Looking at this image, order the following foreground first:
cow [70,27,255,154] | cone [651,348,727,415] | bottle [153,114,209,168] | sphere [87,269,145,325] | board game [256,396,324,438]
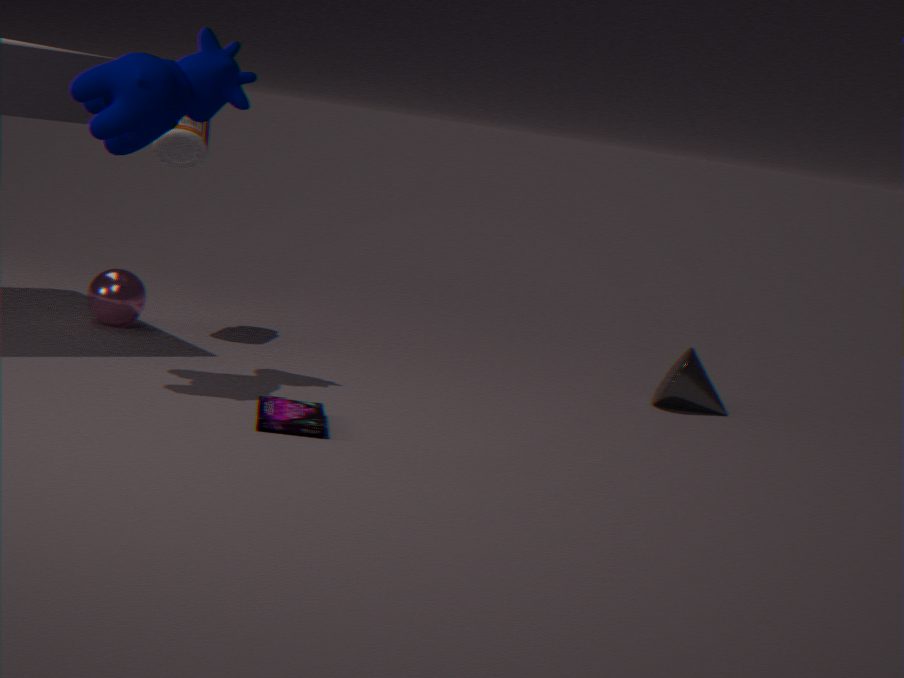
board game [256,396,324,438]
cow [70,27,255,154]
bottle [153,114,209,168]
sphere [87,269,145,325]
cone [651,348,727,415]
